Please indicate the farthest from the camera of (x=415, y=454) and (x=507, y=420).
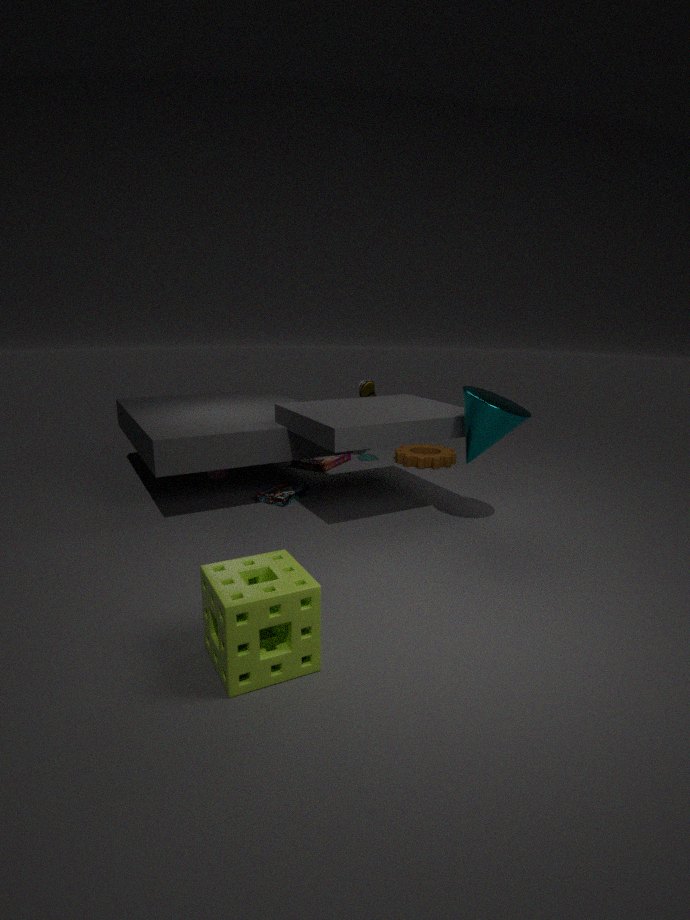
(x=415, y=454)
